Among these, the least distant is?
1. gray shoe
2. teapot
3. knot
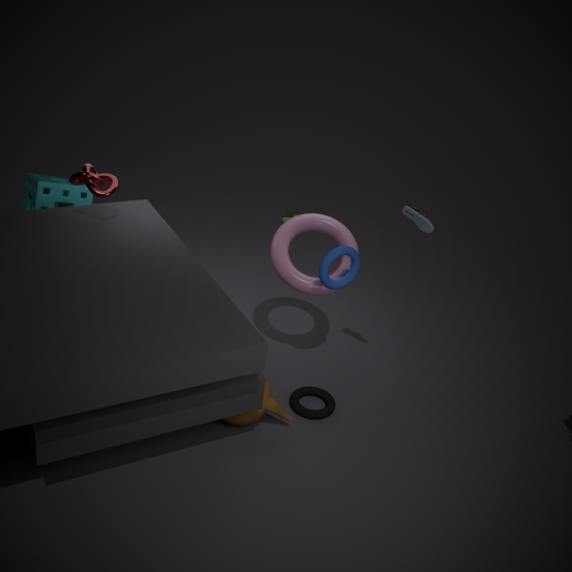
gray shoe
